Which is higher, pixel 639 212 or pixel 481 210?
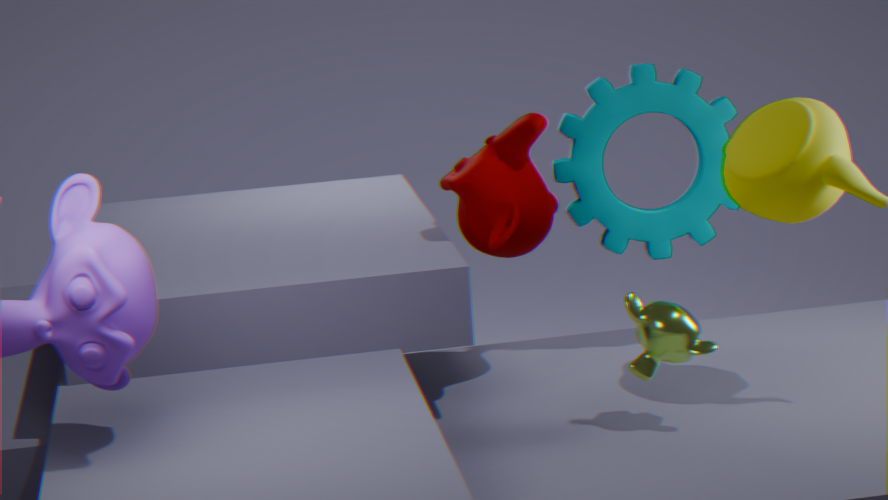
pixel 639 212
